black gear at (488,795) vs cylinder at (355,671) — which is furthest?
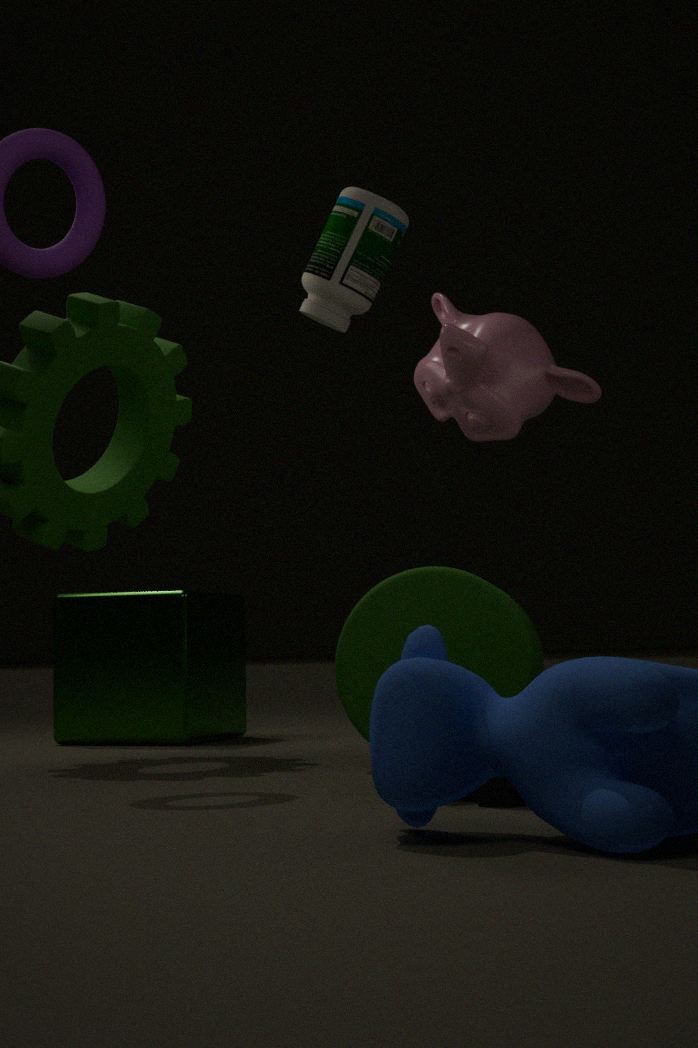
cylinder at (355,671)
